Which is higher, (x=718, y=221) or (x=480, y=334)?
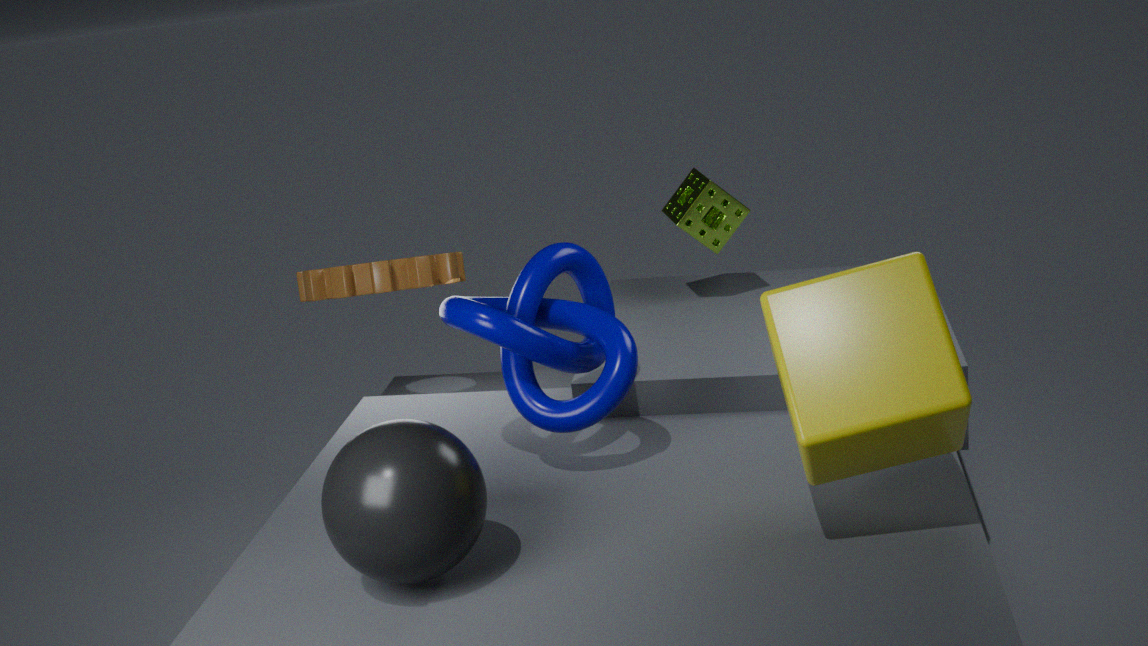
(x=718, y=221)
